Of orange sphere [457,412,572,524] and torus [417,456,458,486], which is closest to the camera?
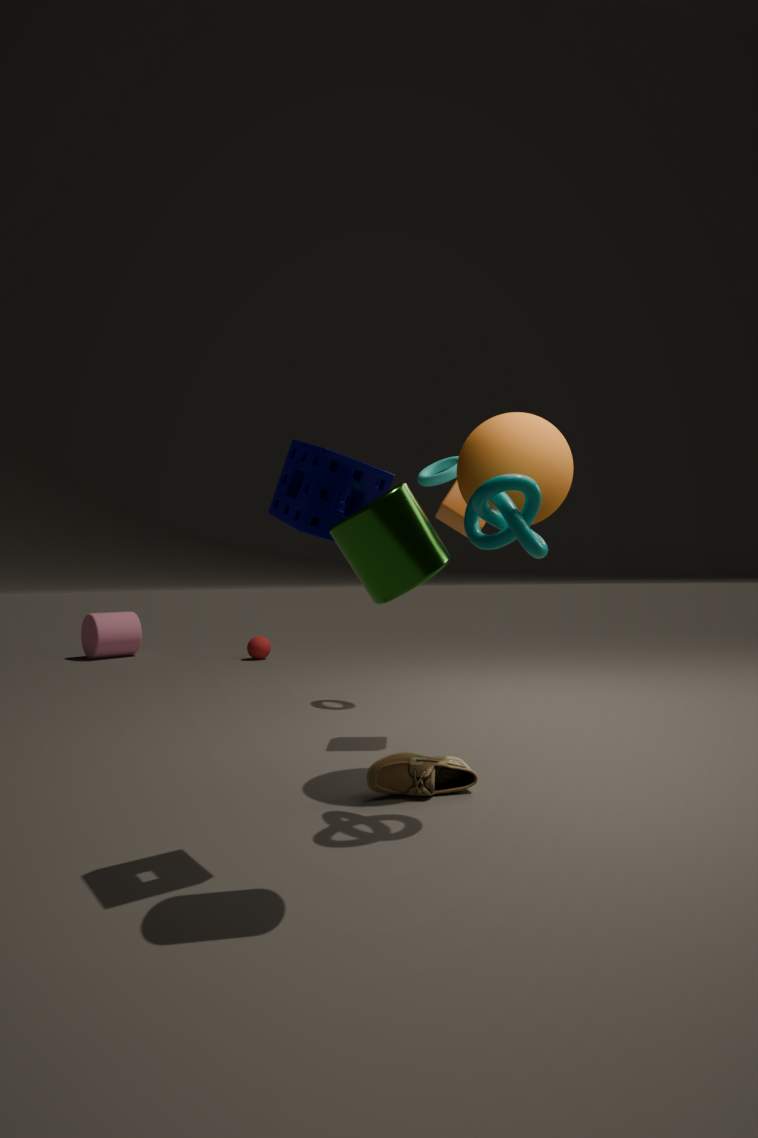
orange sphere [457,412,572,524]
